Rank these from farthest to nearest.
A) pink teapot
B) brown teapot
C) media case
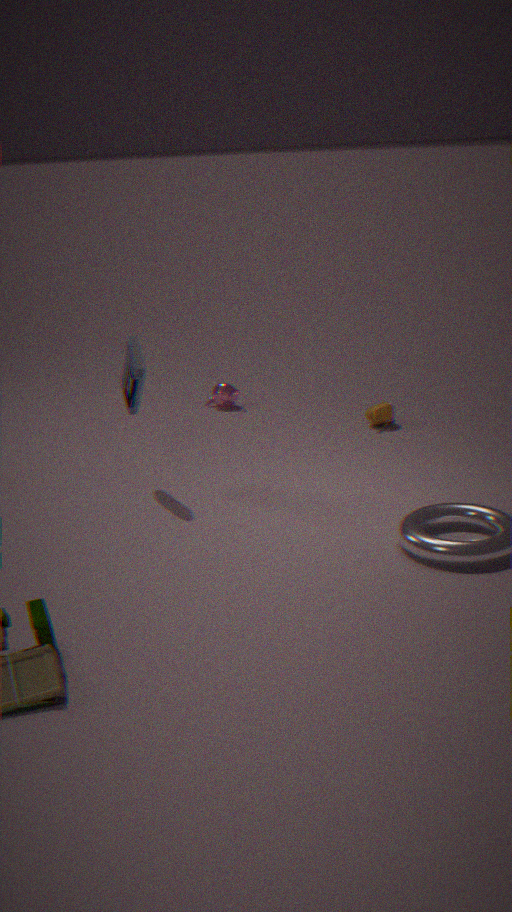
pink teapot < brown teapot < media case
